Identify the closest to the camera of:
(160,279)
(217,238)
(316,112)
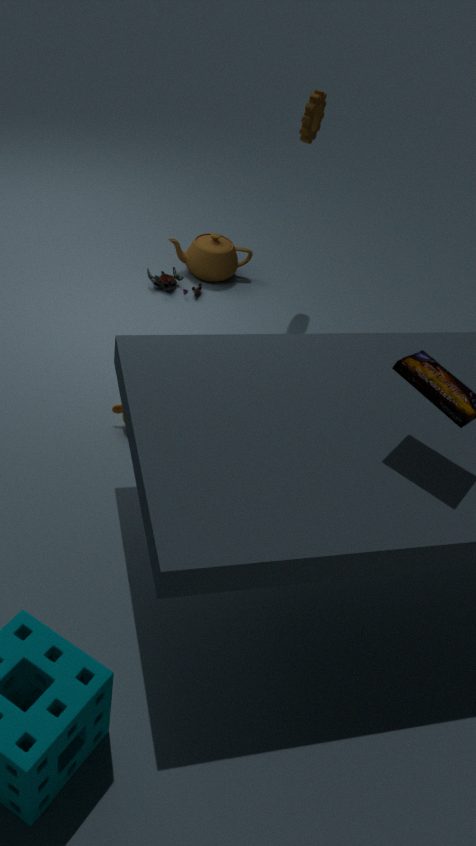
(316,112)
